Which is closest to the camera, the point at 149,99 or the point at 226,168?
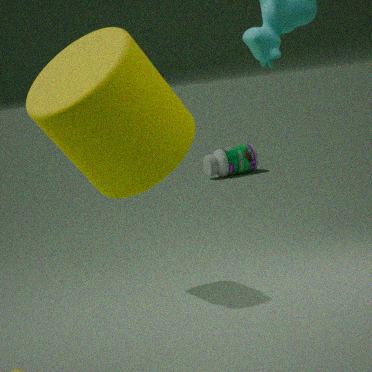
the point at 149,99
